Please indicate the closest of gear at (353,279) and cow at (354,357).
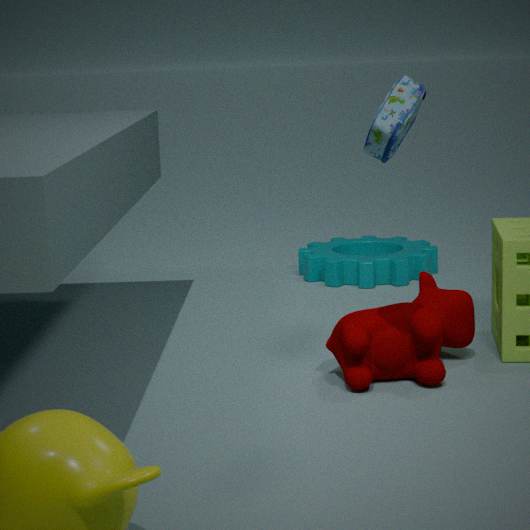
cow at (354,357)
